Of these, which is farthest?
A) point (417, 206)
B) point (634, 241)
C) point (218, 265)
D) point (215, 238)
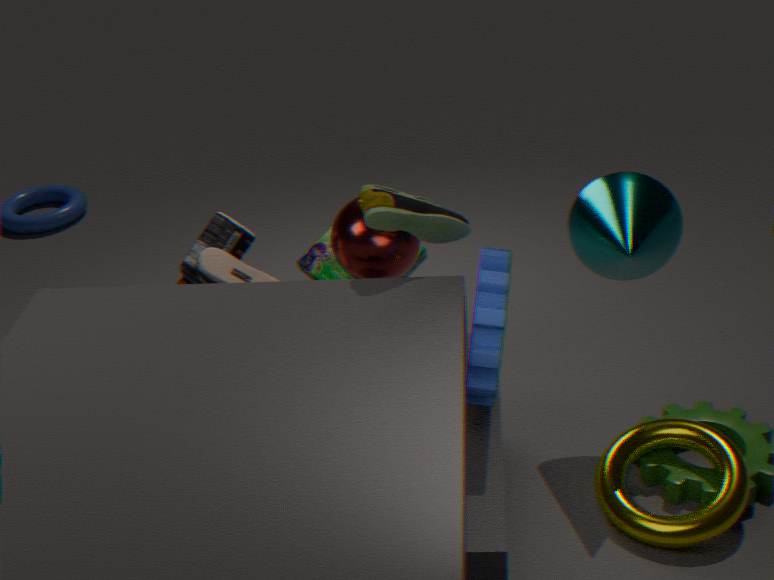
point (215, 238)
